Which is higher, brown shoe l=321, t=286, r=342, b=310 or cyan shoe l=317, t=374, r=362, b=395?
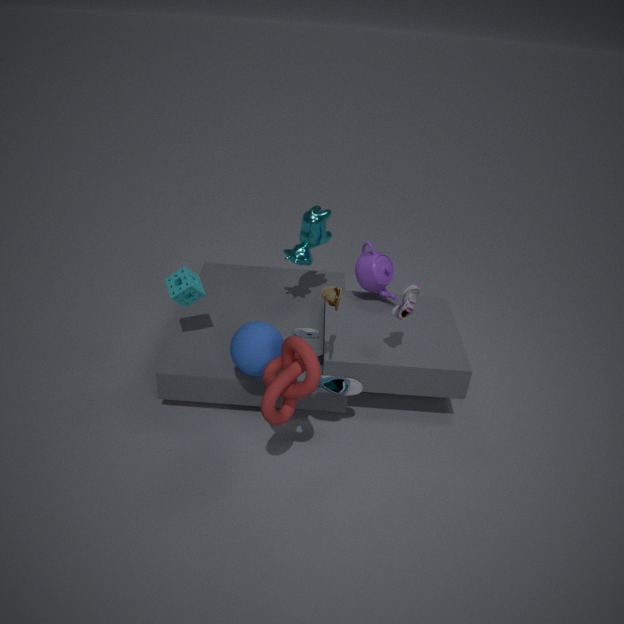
brown shoe l=321, t=286, r=342, b=310
